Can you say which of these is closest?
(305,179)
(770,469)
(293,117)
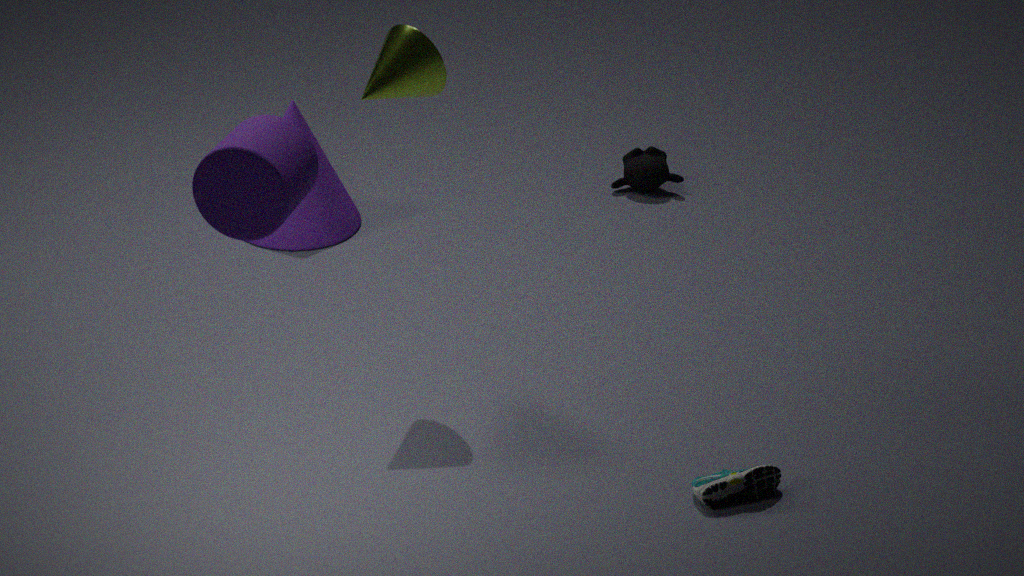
(305,179)
